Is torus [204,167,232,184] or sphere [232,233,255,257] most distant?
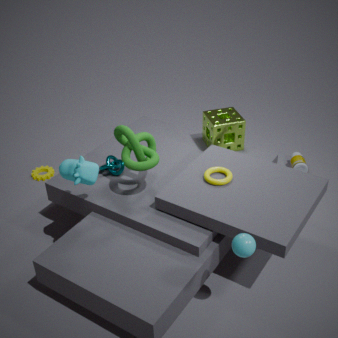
torus [204,167,232,184]
